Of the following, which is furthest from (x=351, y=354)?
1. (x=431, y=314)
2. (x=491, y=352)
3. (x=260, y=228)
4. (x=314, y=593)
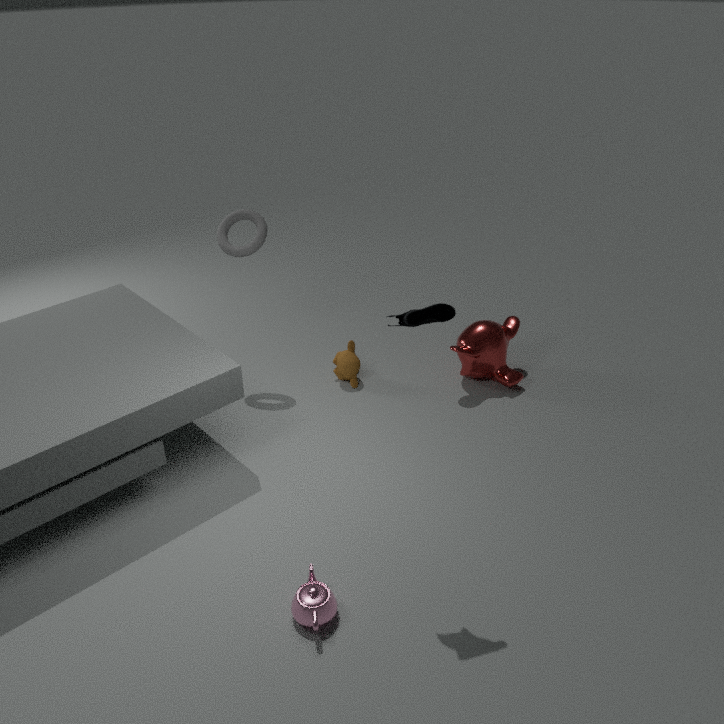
(x=314, y=593)
